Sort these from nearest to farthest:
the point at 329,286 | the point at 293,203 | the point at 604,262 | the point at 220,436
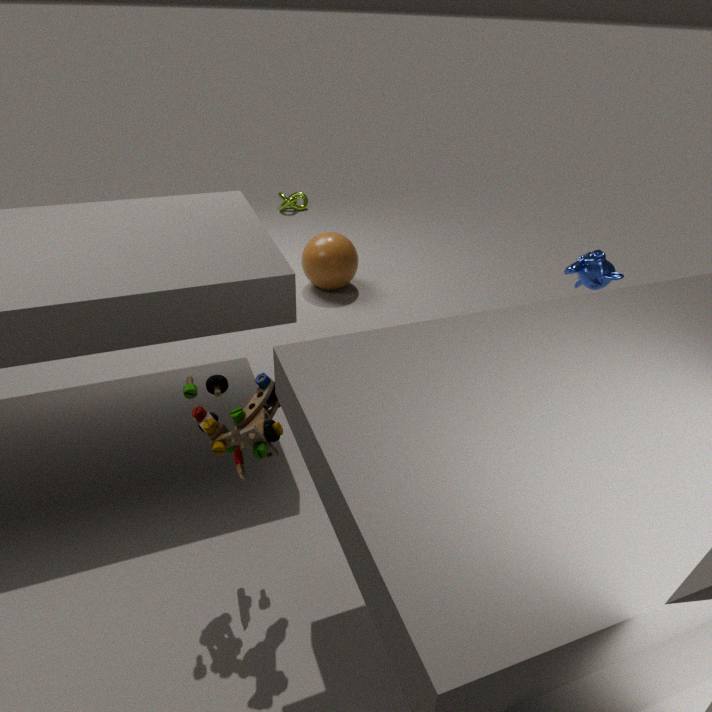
1. the point at 220,436
2. the point at 604,262
3. the point at 329,286
4. the point at 293,203
